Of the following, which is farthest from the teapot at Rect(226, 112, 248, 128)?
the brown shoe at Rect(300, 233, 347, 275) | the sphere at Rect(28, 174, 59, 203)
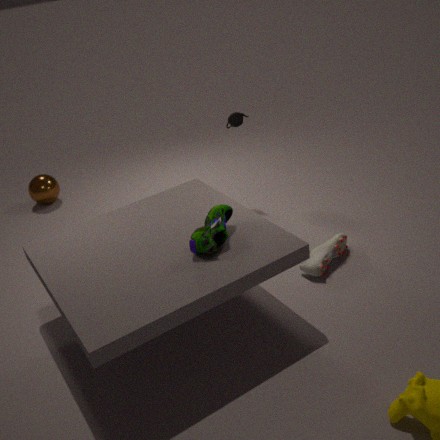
the sphere at Rect(28, 174, 59, 203)
